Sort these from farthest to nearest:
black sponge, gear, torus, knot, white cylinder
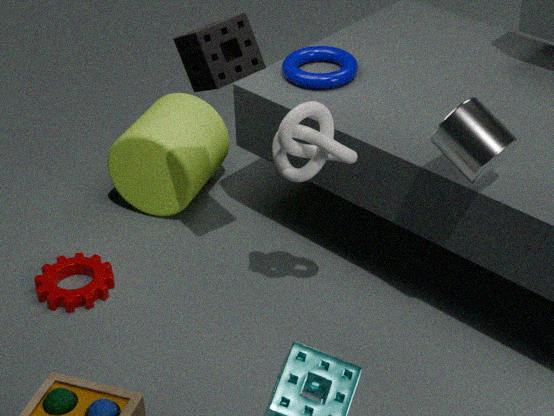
torus
gear
black sponge
knot
white cylinder
